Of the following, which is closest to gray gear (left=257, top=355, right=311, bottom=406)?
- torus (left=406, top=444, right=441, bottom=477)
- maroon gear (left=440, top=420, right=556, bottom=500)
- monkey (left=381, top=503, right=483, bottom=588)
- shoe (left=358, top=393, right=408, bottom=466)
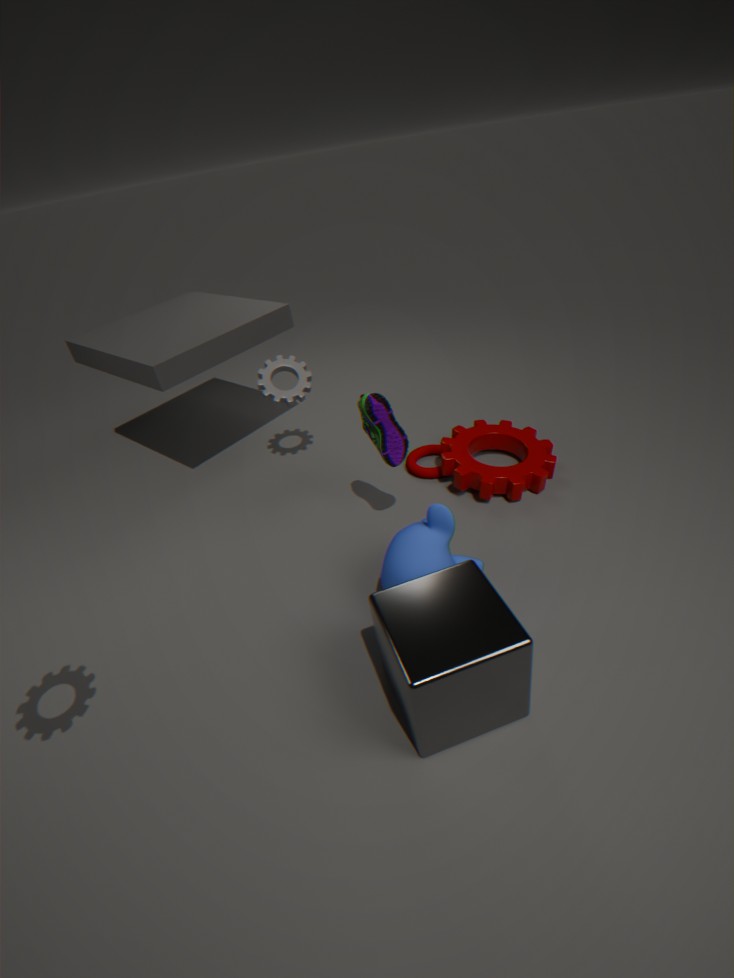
shoe (left=358, top=393, right=408, bottom=466)
